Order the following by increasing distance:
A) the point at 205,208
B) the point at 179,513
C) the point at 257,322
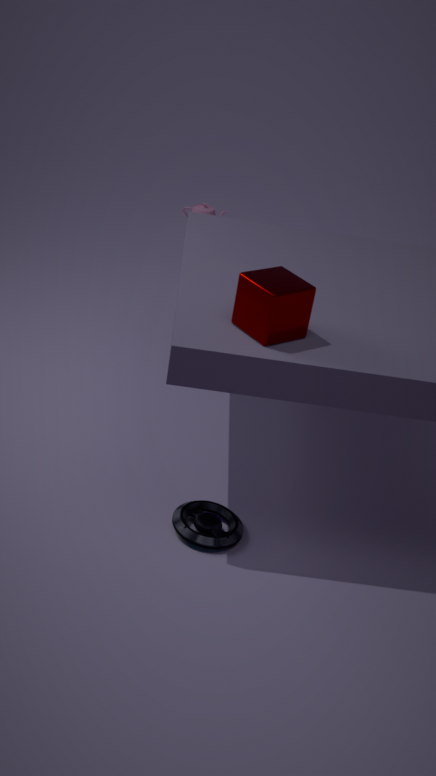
the point at 257,322, the point at 179,513, the point at 205,208
